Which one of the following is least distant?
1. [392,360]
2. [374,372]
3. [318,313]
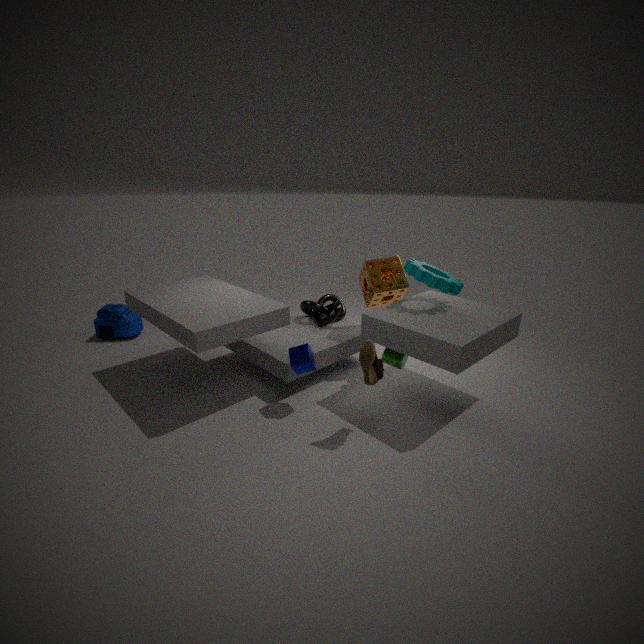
[374,372]
